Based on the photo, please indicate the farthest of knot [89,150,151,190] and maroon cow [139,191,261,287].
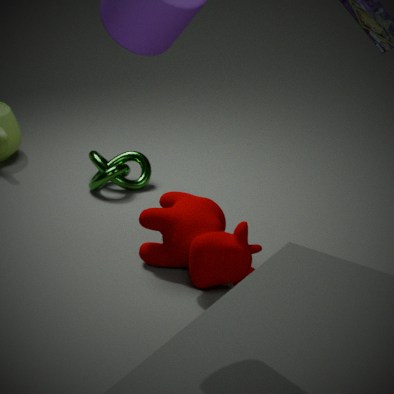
knot [89,150,151,190]
